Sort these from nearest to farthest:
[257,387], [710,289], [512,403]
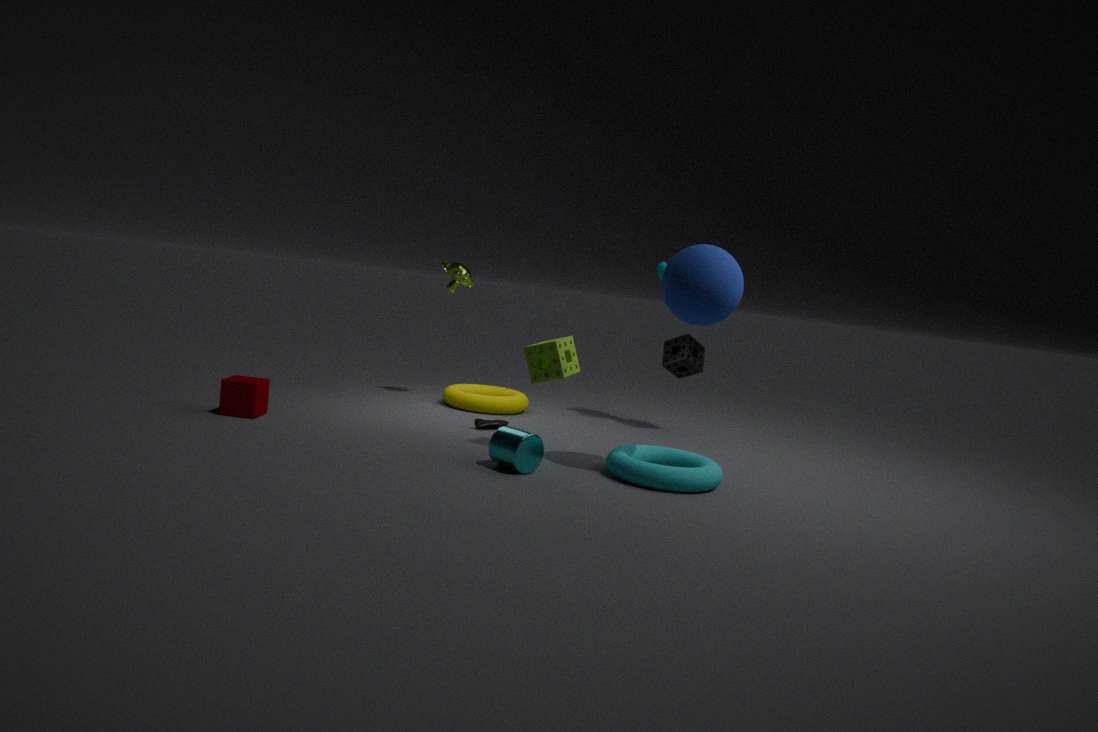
[710,289] < [257,387] < [512,403]
